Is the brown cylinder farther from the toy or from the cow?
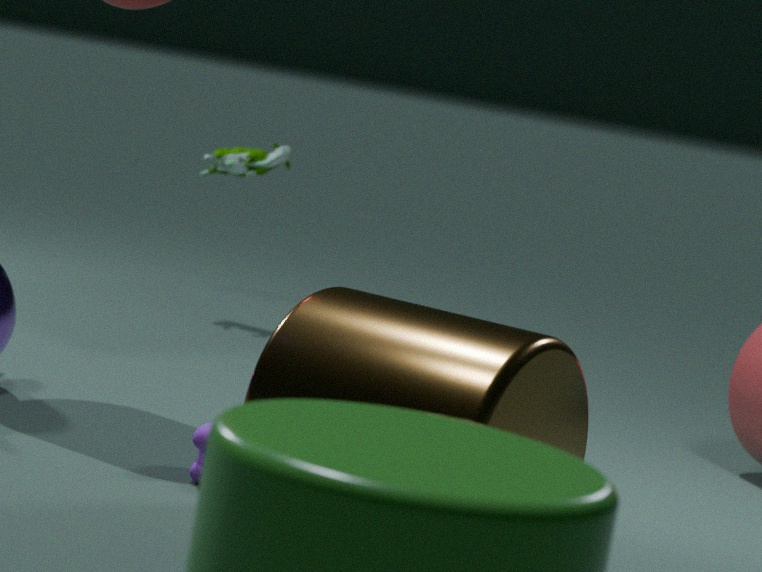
the toy
